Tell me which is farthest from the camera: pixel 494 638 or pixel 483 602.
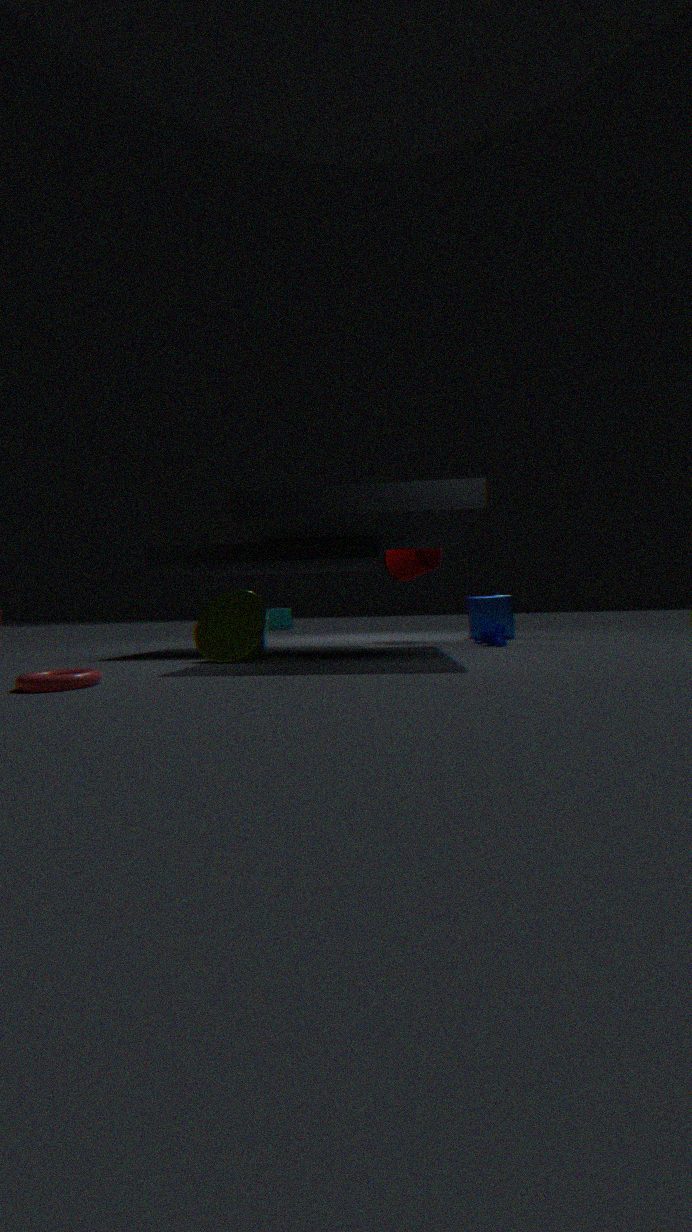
pixel 483 602
